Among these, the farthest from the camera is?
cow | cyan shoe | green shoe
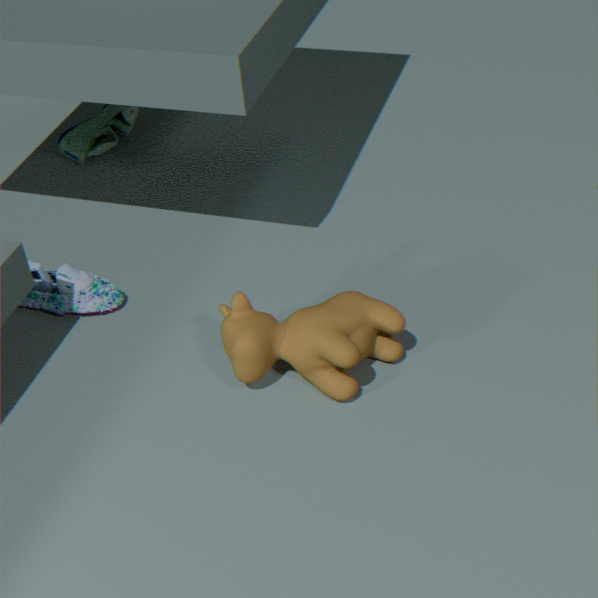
green shoe
